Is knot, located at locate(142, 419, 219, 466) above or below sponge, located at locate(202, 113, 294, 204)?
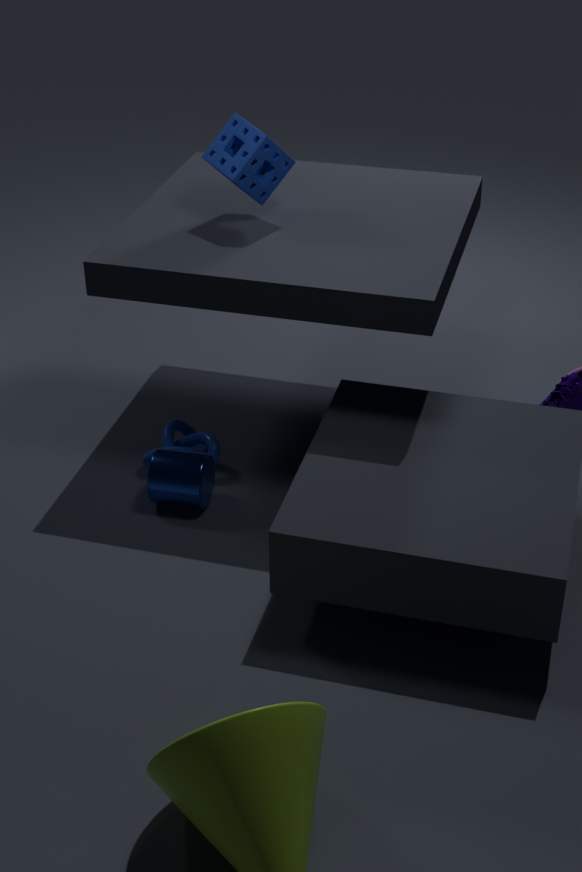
below
